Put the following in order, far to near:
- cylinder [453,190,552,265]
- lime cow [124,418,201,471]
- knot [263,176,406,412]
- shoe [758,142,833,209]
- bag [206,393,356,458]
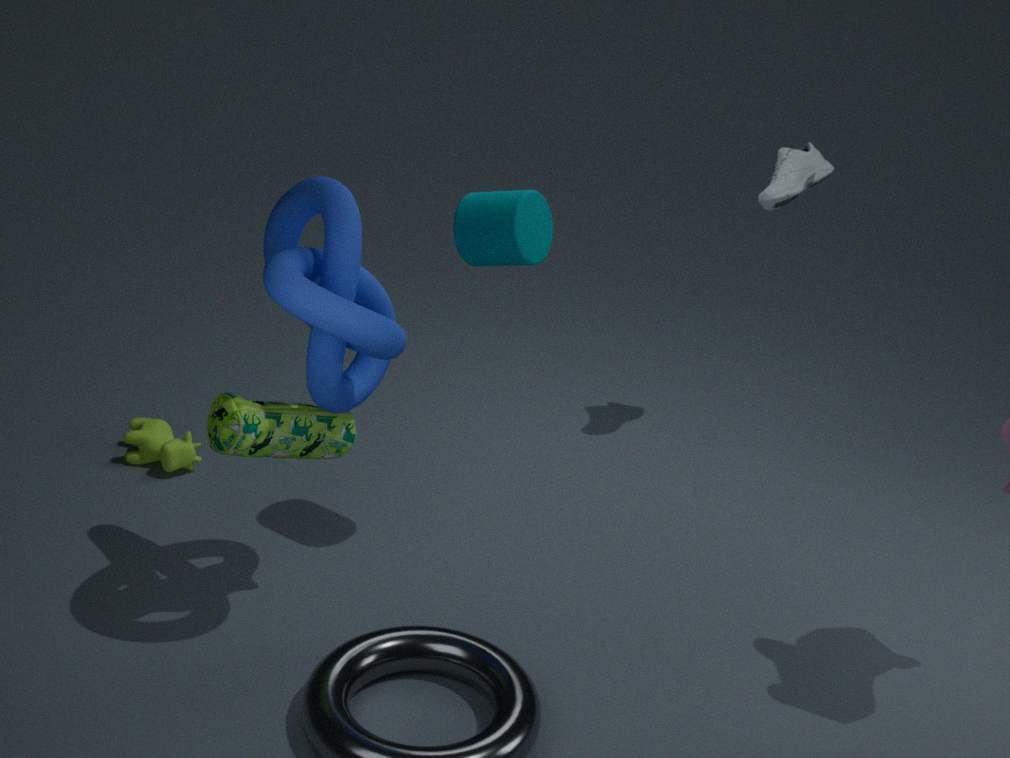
shoe [758,142,833,209] < lime cow [124,418,201,471] < cylinder [453,190,552,265] < bag [206,393,356,458] < knot [263,176,406,412]
